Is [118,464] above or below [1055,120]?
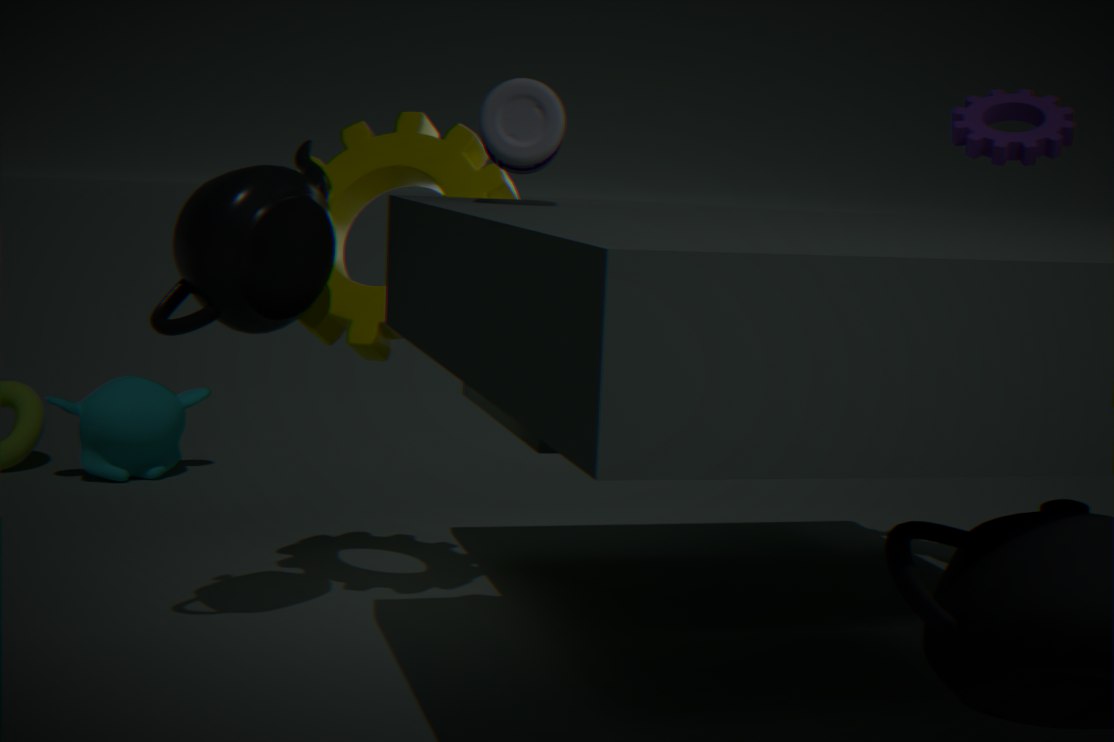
below
